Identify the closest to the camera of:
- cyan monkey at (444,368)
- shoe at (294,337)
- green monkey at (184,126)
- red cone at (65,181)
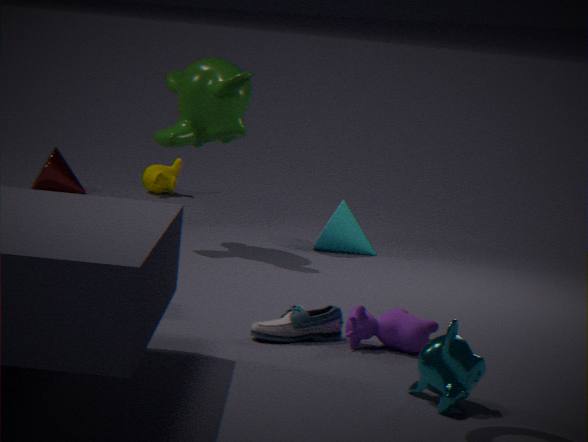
cyan monkey at (444,368)
